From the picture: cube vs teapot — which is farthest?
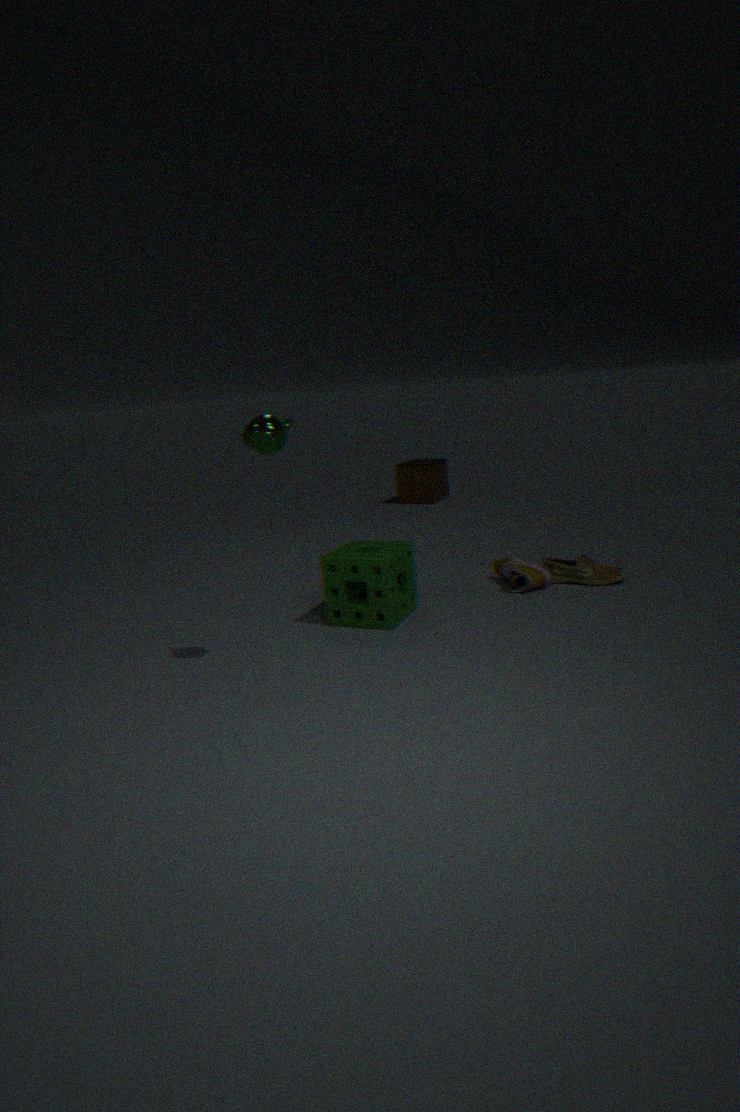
cube
